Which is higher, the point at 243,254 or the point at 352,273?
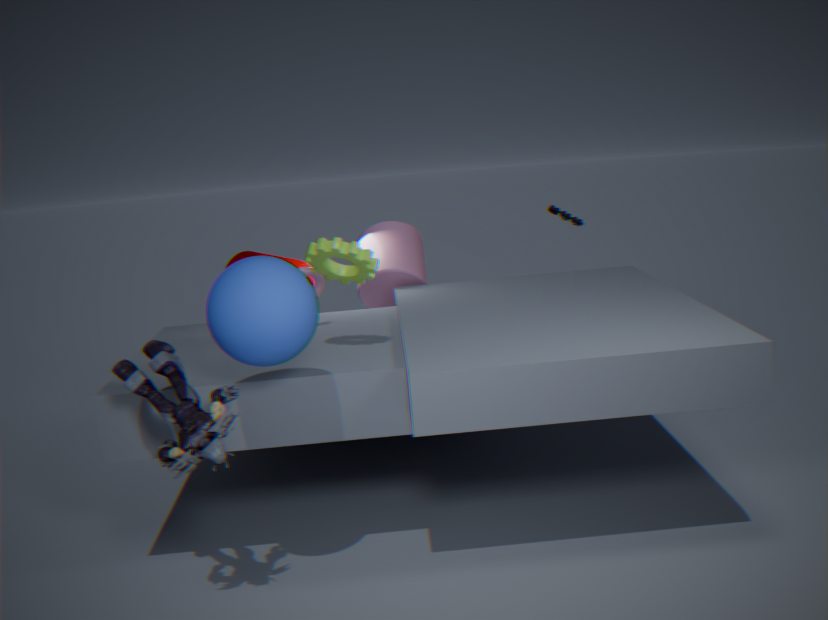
the point at 352,273
